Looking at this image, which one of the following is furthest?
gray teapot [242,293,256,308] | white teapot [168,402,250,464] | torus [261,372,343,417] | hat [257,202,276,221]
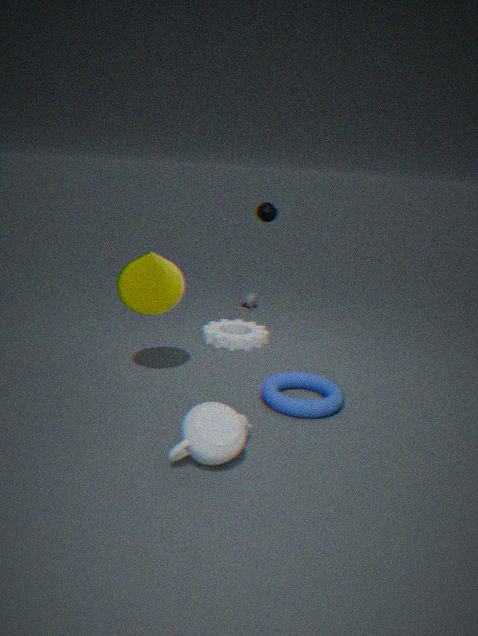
gray teapot [242,293,256,308]
